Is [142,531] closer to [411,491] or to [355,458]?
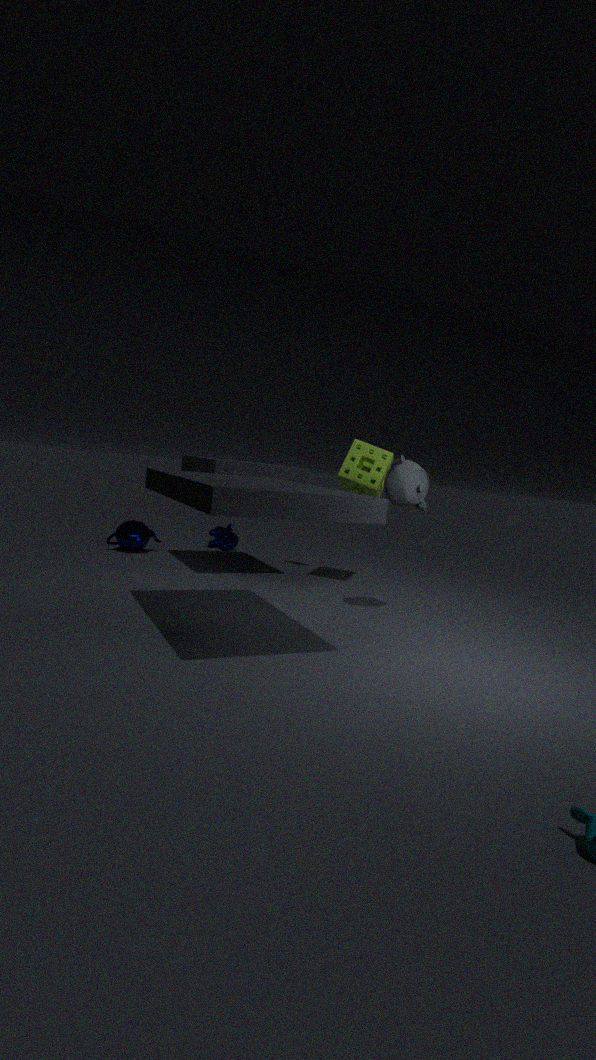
[355,458]
